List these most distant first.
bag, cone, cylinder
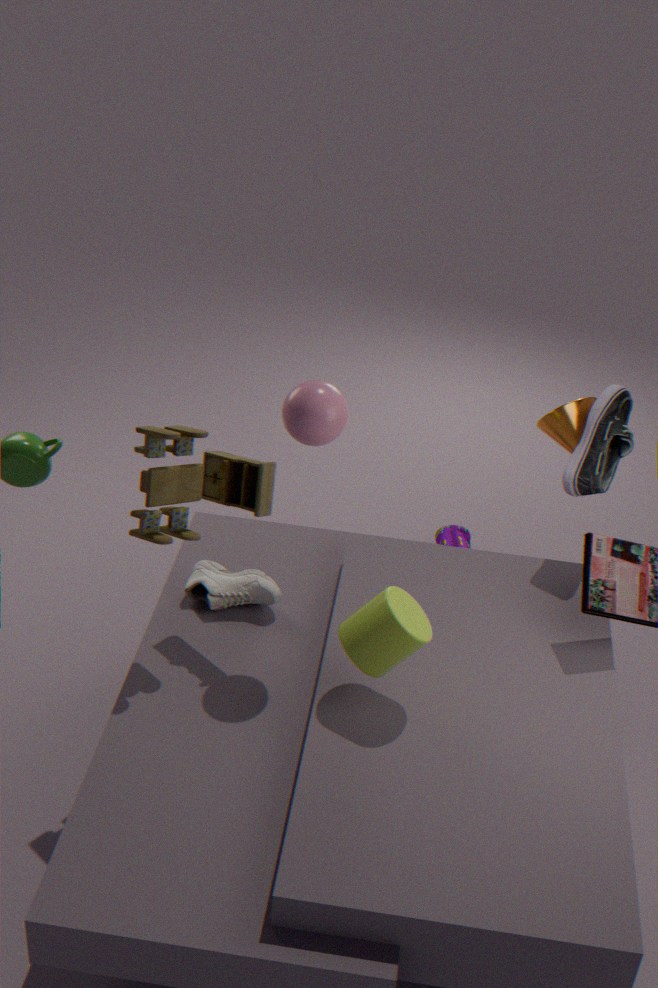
1. bag
2. cone
3. cylinder
